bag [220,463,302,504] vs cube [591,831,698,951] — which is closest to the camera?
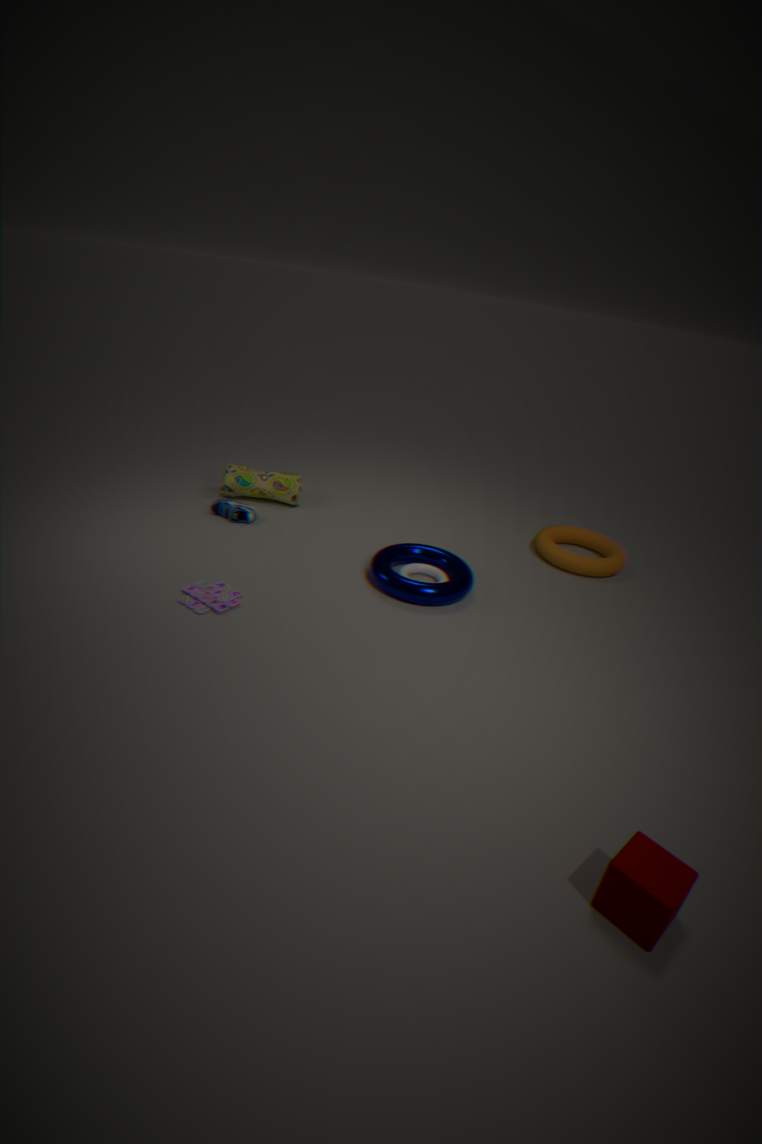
cube [591,831,698,951]
